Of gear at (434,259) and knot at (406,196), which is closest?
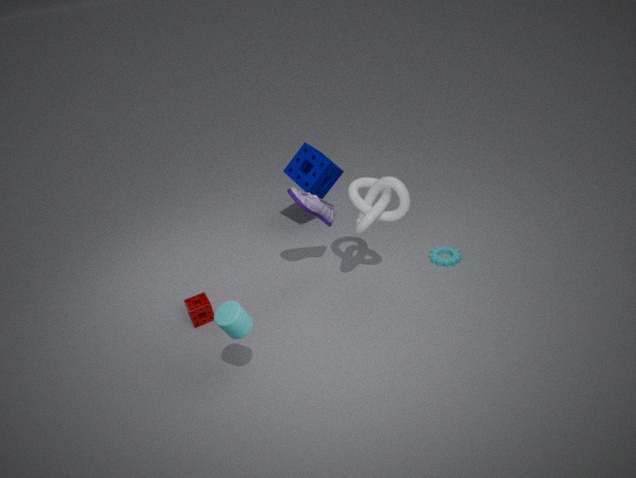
knot at (406,196)
